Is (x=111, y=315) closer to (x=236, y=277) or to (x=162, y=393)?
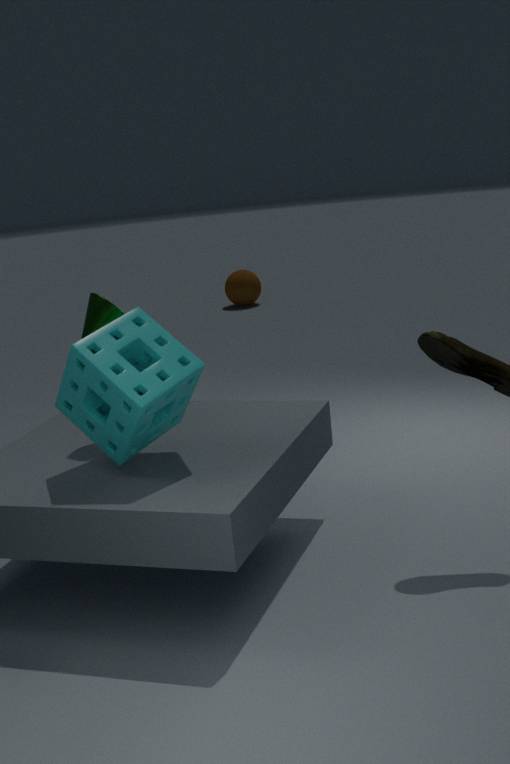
(x=162, y=393)
